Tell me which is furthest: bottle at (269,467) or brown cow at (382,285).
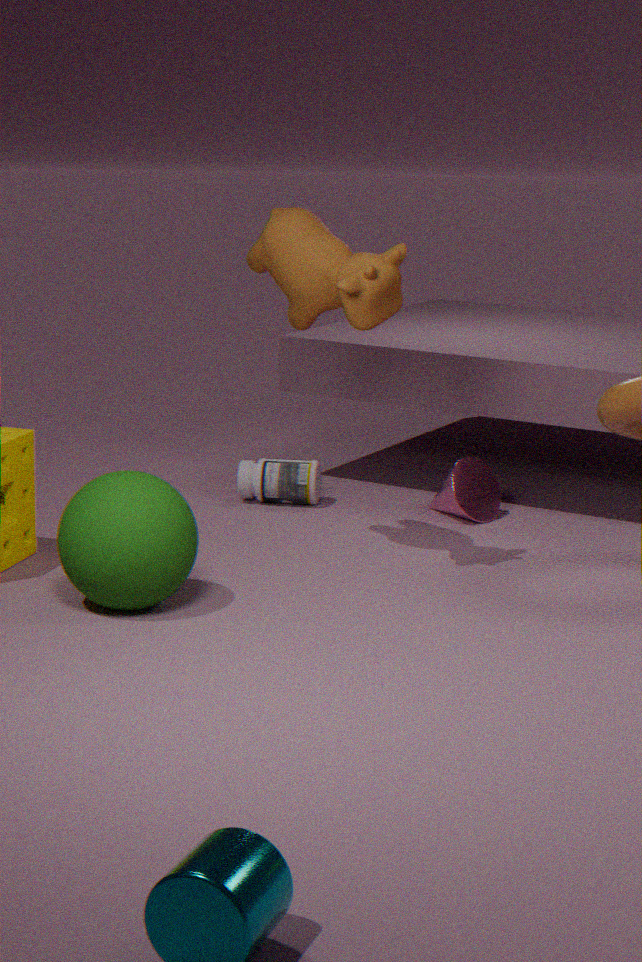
bottle at (269,467)
